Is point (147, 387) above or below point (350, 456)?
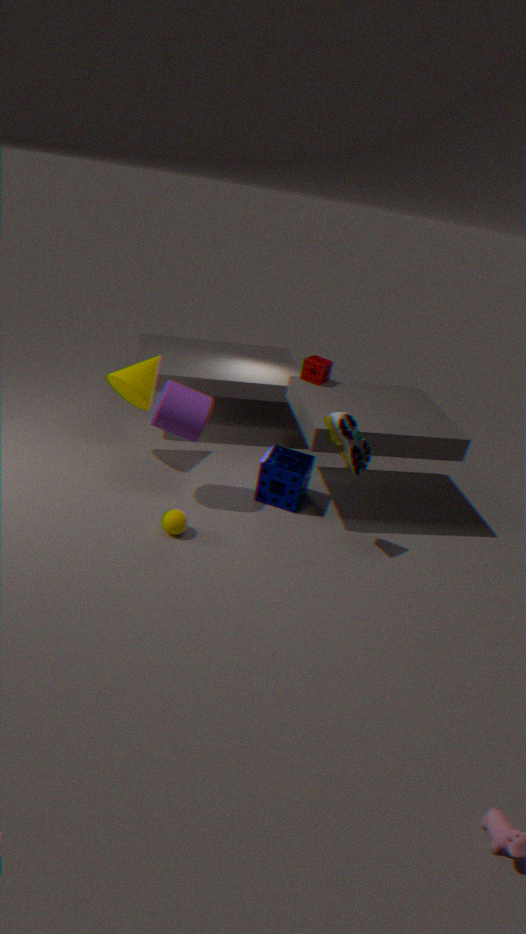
below
